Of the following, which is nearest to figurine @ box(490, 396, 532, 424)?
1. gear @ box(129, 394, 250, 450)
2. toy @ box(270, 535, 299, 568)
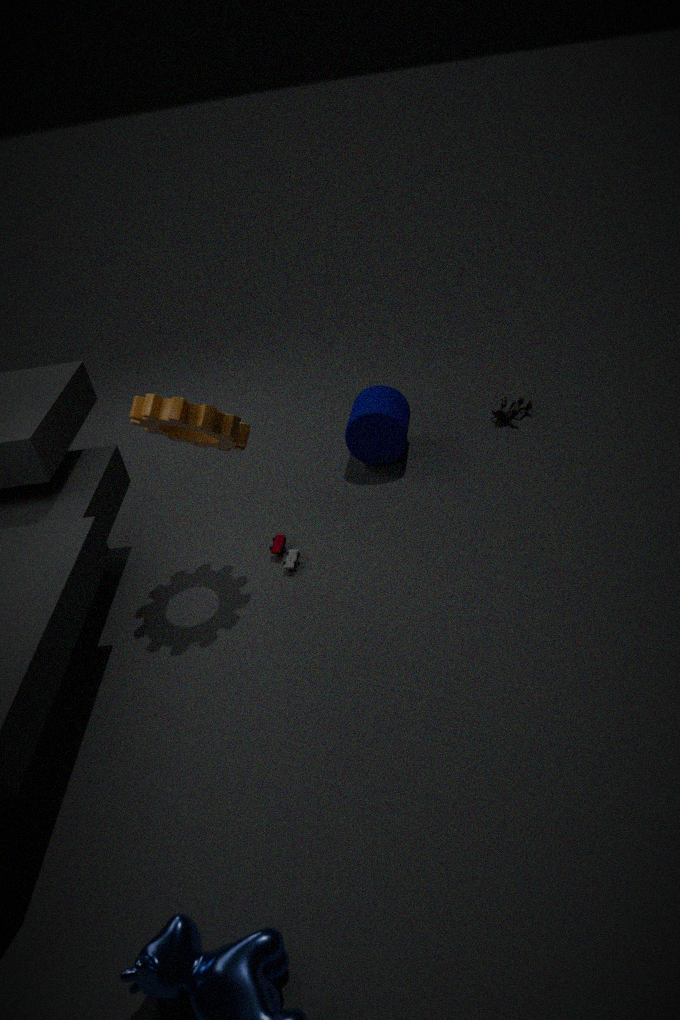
toy @ box(270, 535, 299, 568)
